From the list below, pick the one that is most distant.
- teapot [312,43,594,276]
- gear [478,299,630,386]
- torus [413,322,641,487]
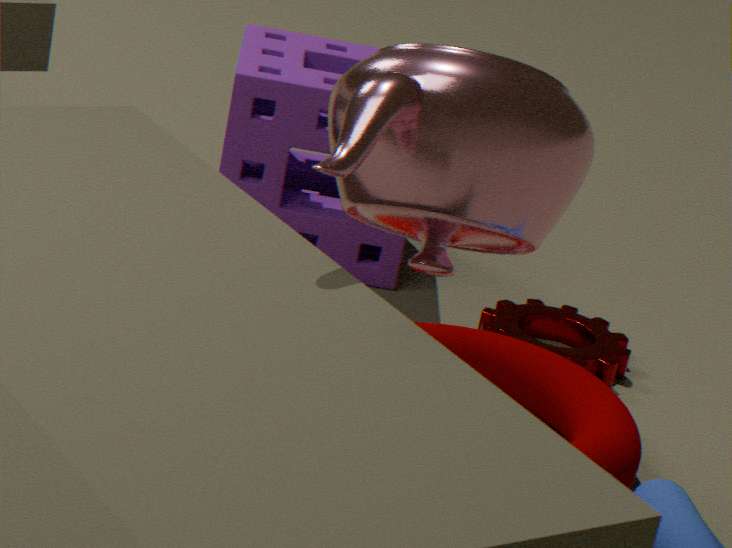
gear [478,299,630,386]
